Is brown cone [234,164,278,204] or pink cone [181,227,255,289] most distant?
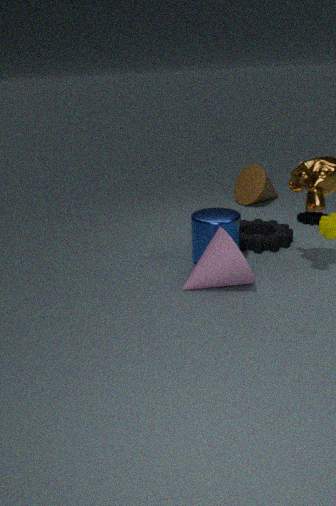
brown cone [234,164,278,204]
